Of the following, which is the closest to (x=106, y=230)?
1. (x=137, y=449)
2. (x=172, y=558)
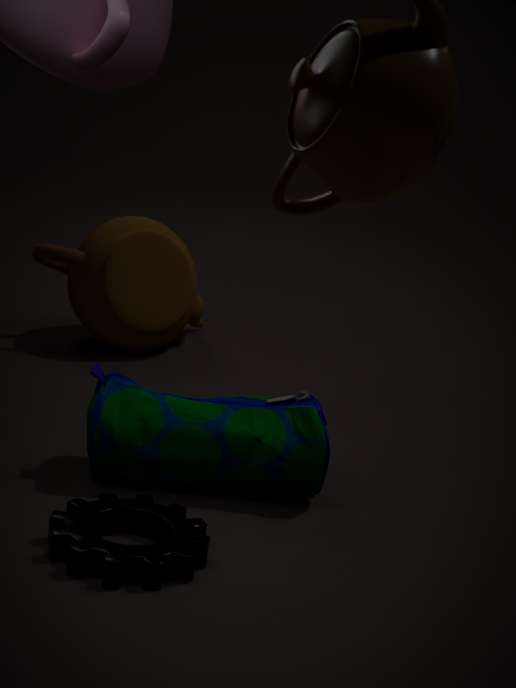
(x=137, y=449)
